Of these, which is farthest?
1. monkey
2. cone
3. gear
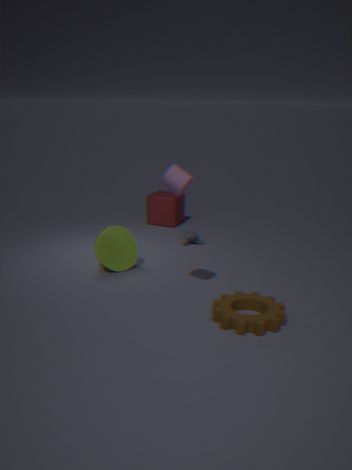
monkey
